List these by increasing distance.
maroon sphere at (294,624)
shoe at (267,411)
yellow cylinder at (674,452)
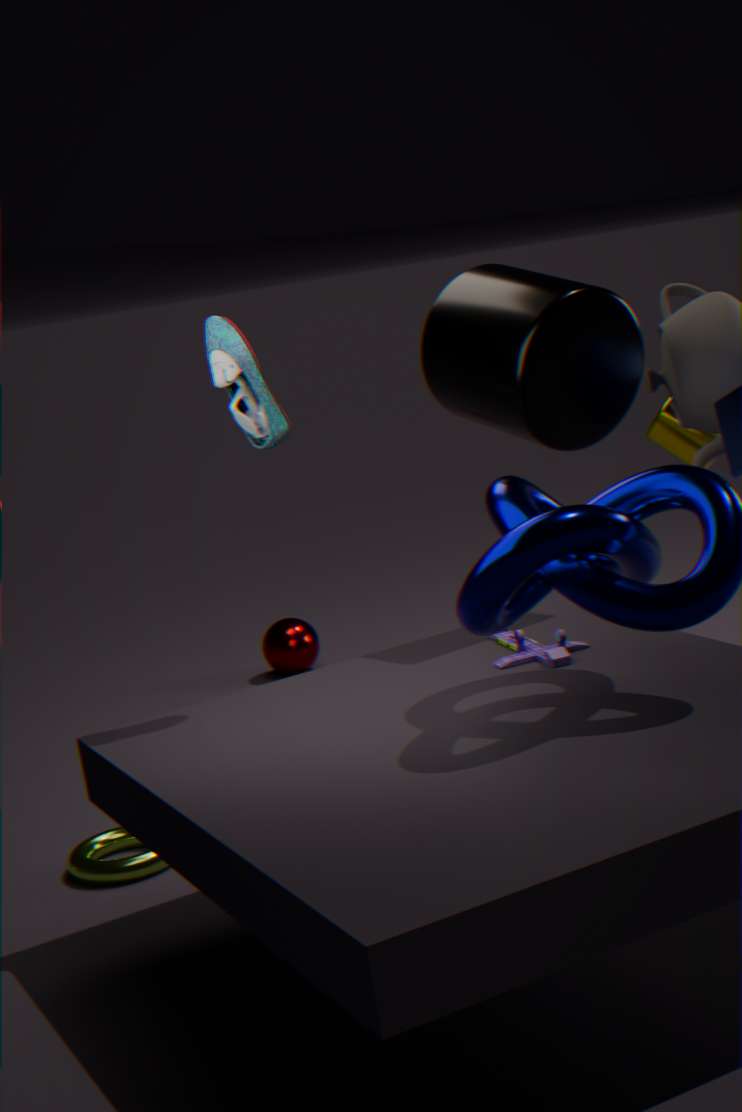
1. shoe at (267,411)
2. yellow cylinder at (674,452)
3. maroon sphere at (294,624)
